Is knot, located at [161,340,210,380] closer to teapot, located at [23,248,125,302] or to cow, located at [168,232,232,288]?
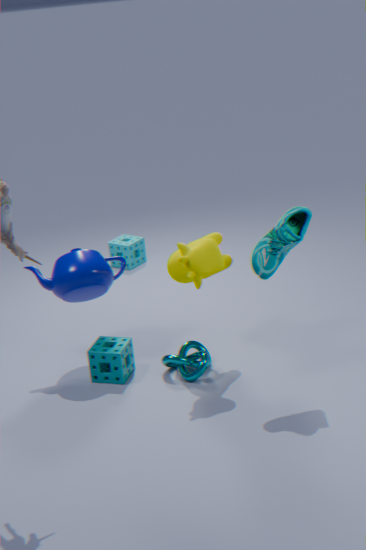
cow, located at [168,232,232,288]
